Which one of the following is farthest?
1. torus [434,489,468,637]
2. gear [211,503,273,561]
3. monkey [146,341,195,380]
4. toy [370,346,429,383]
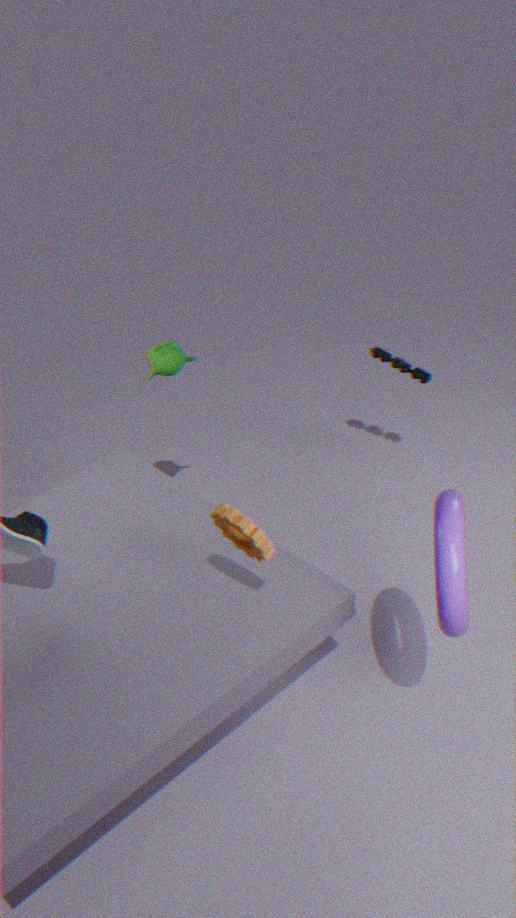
toy [370,346,429,383]
